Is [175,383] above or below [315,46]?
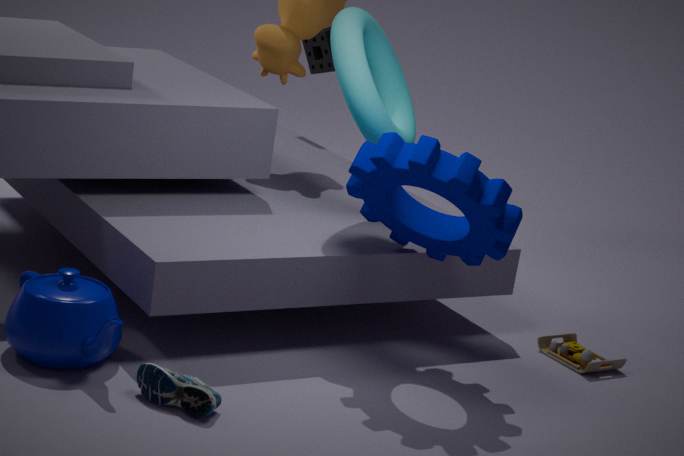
below
